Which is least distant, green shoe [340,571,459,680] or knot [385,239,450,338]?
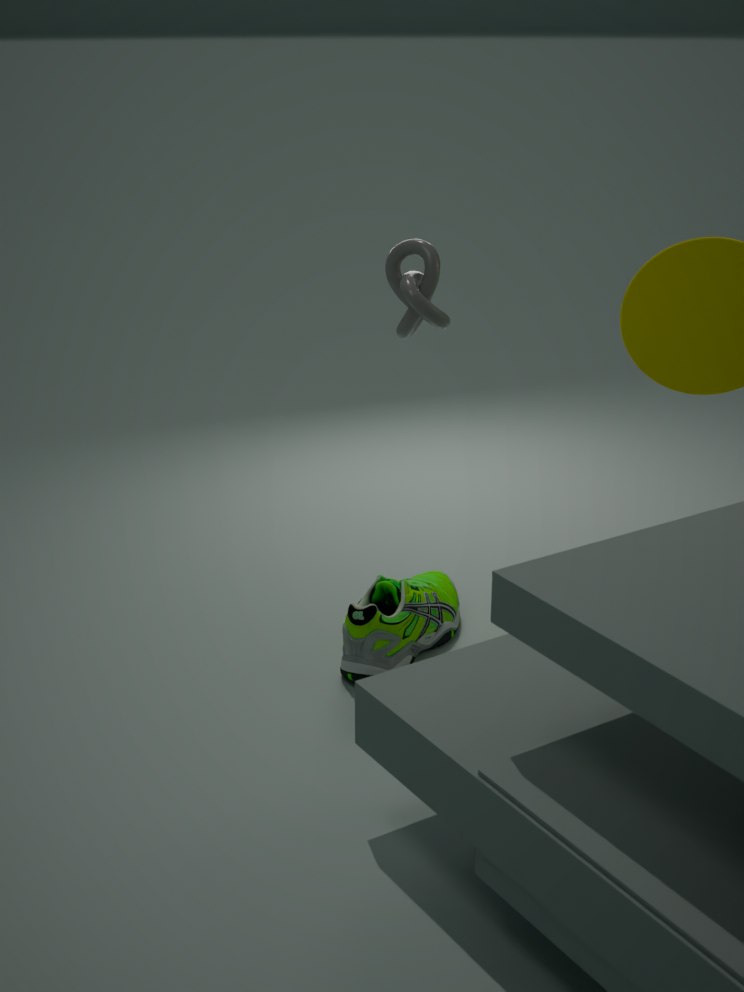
knot [385,239,450,338]
